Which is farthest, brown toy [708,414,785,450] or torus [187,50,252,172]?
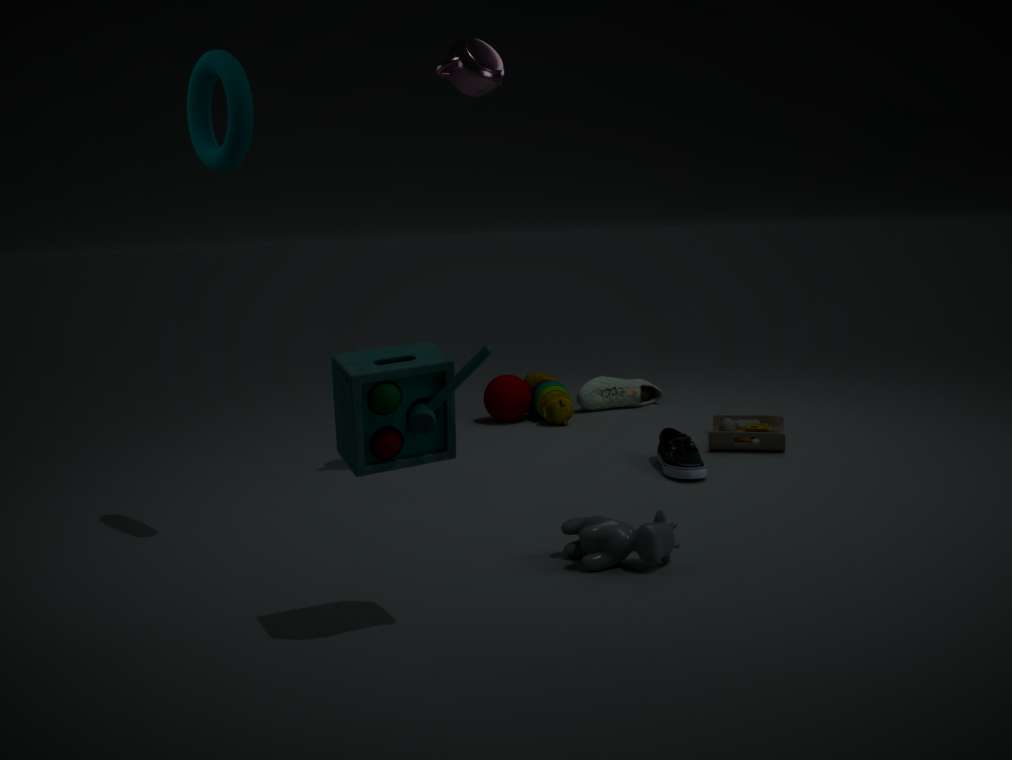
brown toy [708,414,785,450]
